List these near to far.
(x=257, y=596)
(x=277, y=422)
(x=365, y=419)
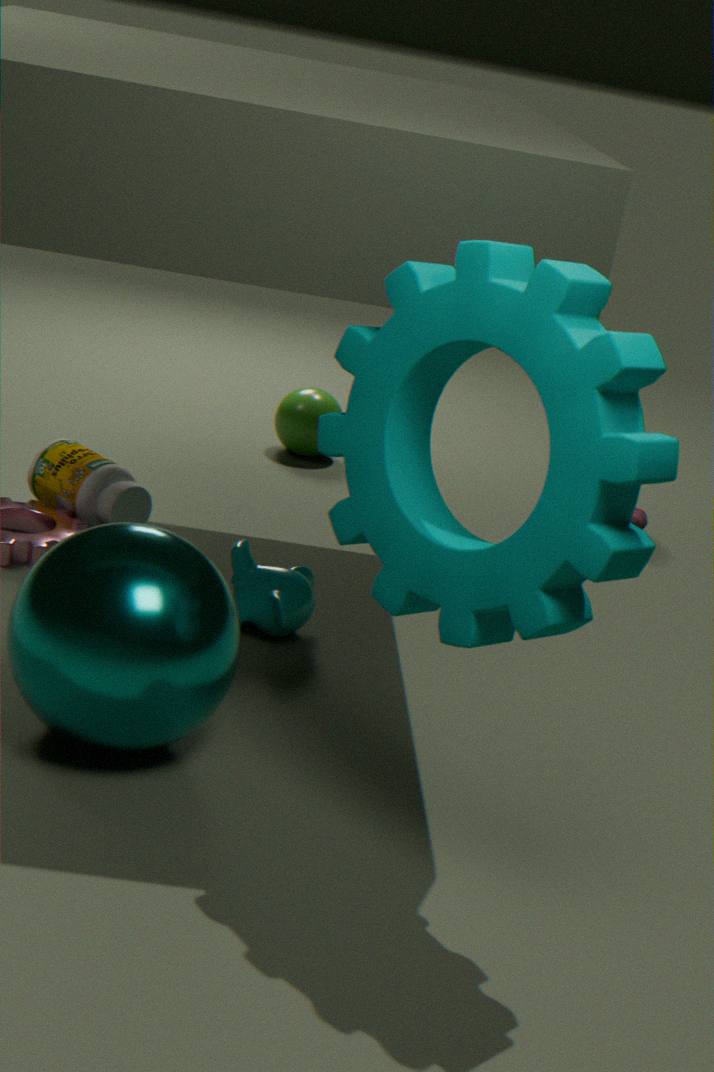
(x=365, y=419) < (x=257, y=596) < (x=277, y=422)
